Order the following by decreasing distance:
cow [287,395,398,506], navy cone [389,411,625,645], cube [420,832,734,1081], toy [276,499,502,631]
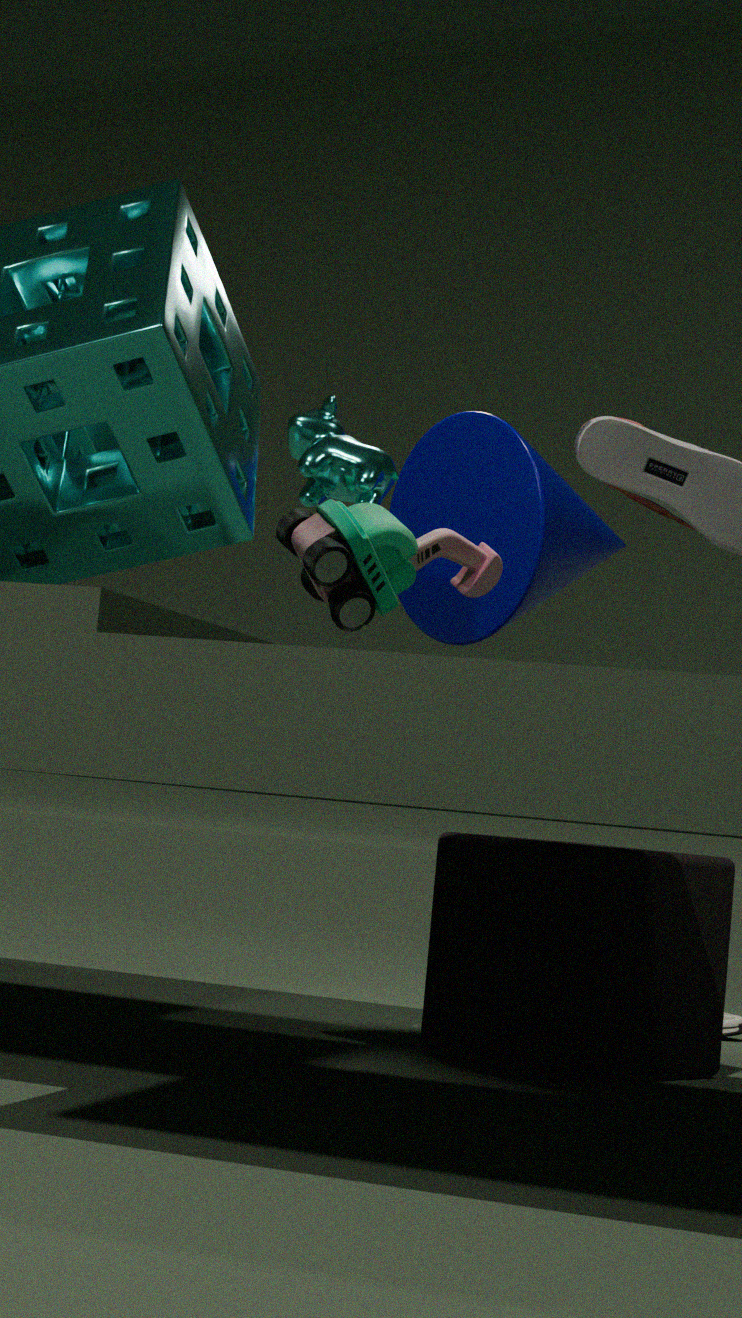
navy cone [389,411,625,645] < cow [287,395,398,506] < toy [276,499,502,631] < cube [420,832,734,1081]
